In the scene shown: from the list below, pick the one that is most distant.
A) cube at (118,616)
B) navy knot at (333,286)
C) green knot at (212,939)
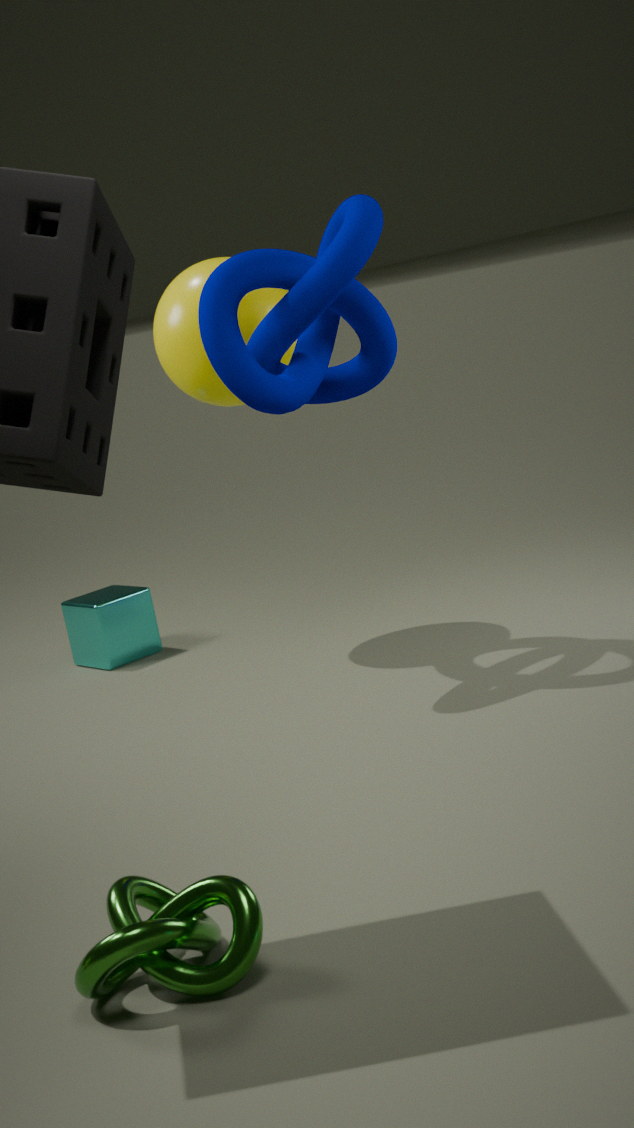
cube at (118,616)
